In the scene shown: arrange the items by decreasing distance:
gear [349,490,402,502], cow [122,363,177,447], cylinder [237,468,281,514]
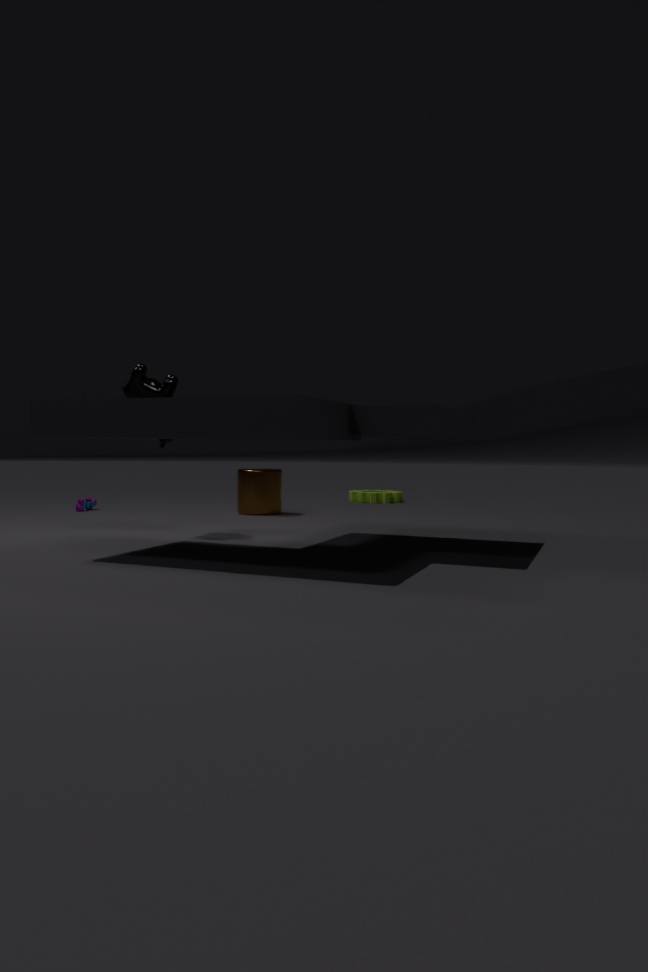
gear [349,490,402,502] < cylinder [237,468,281,514] < cow [122,363,177,447]
